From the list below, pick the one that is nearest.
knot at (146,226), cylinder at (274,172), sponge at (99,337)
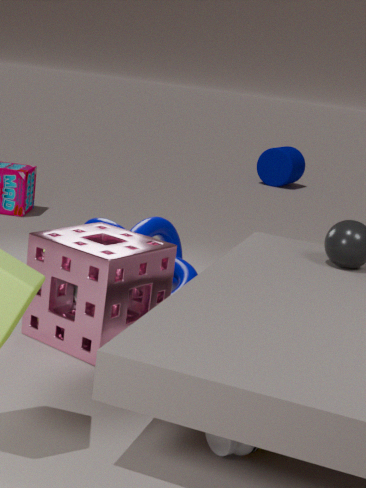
sponge at (99,337)
